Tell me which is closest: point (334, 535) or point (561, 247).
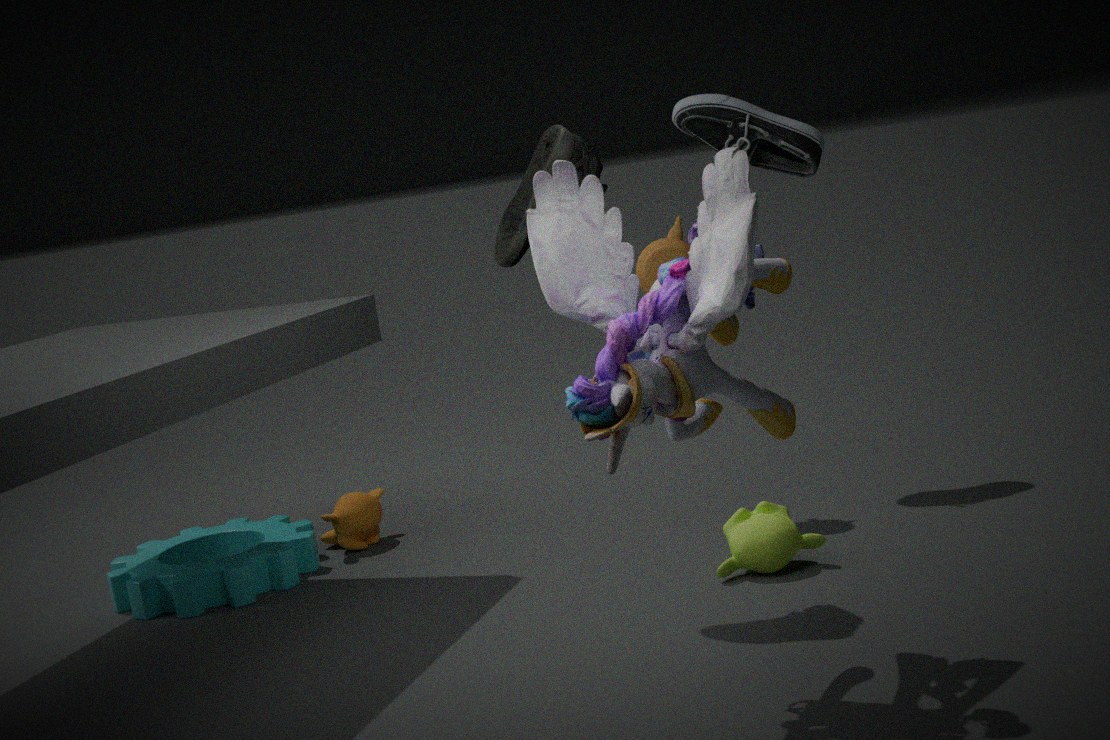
point (561, 247)
